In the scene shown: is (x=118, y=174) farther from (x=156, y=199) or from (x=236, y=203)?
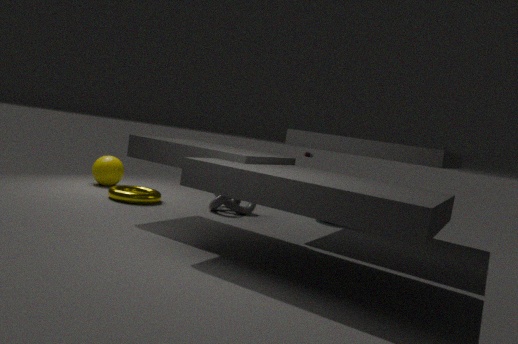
(x=236, y=203)
